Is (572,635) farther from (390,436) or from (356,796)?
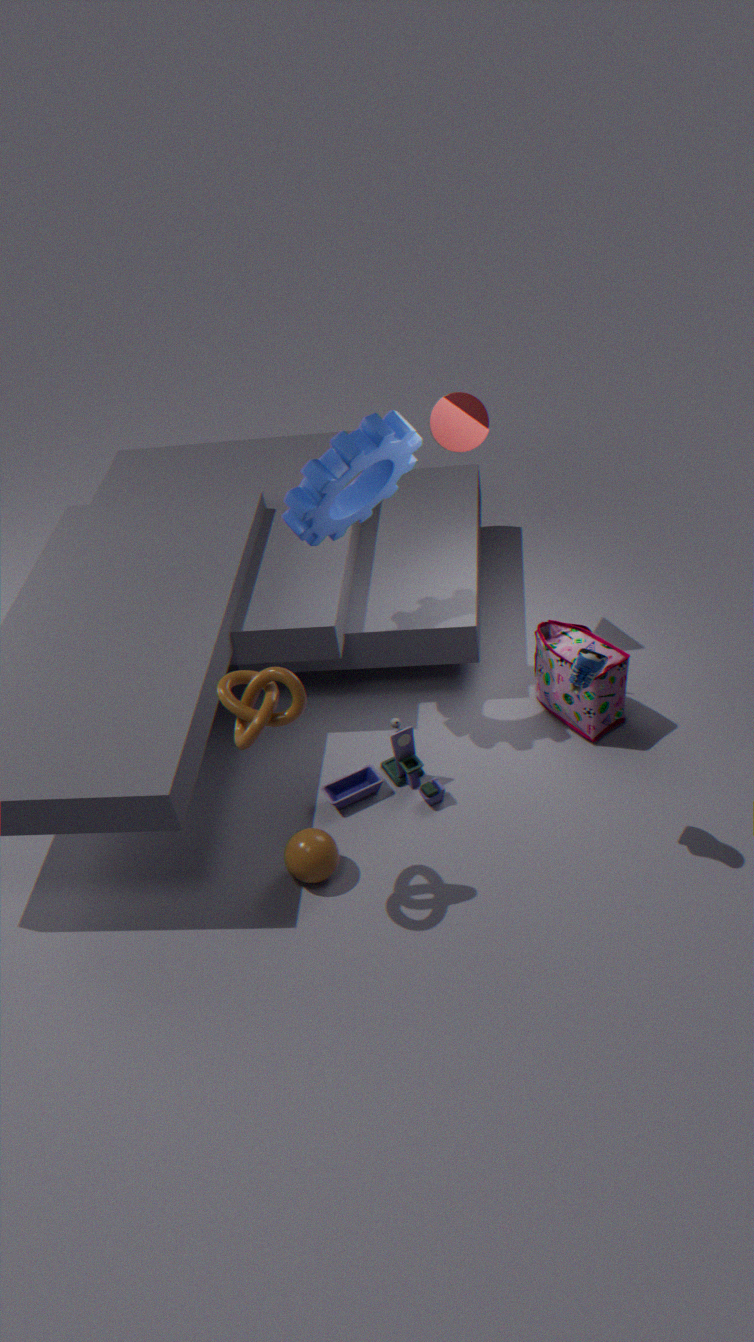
(390,436)
